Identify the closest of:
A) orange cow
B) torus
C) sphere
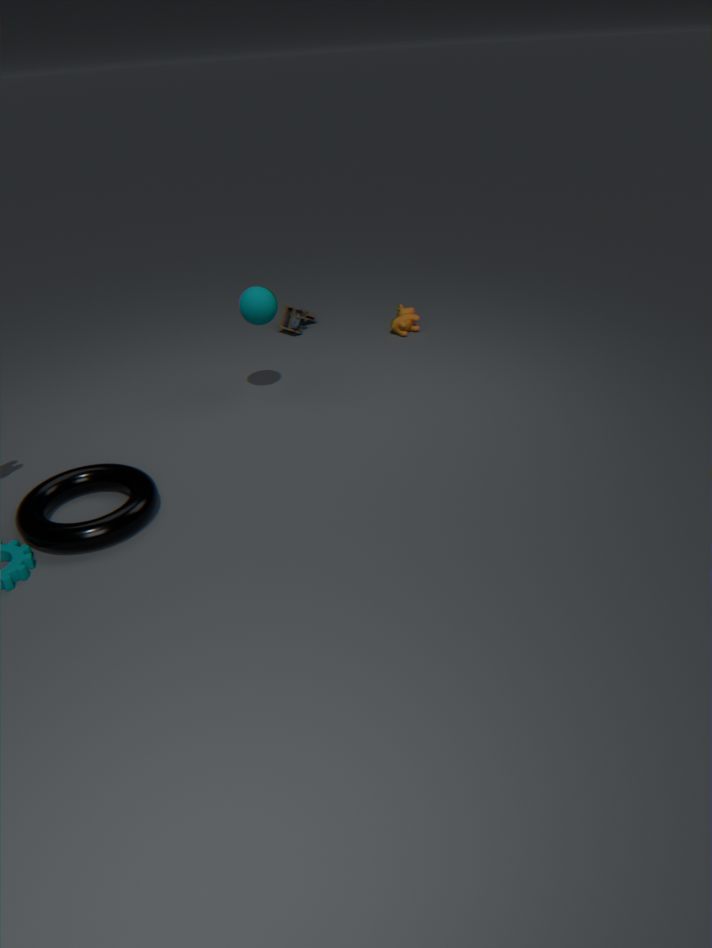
torus
